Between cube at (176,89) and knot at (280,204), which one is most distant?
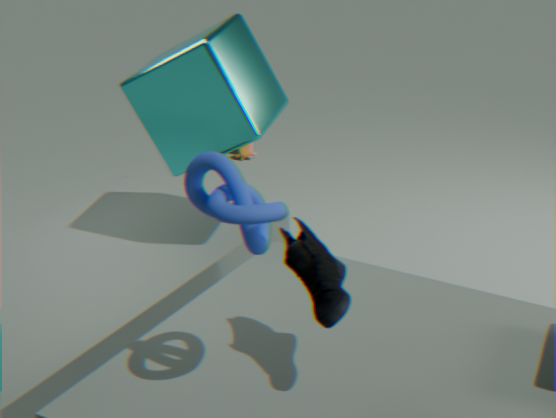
cube at (176,89)
